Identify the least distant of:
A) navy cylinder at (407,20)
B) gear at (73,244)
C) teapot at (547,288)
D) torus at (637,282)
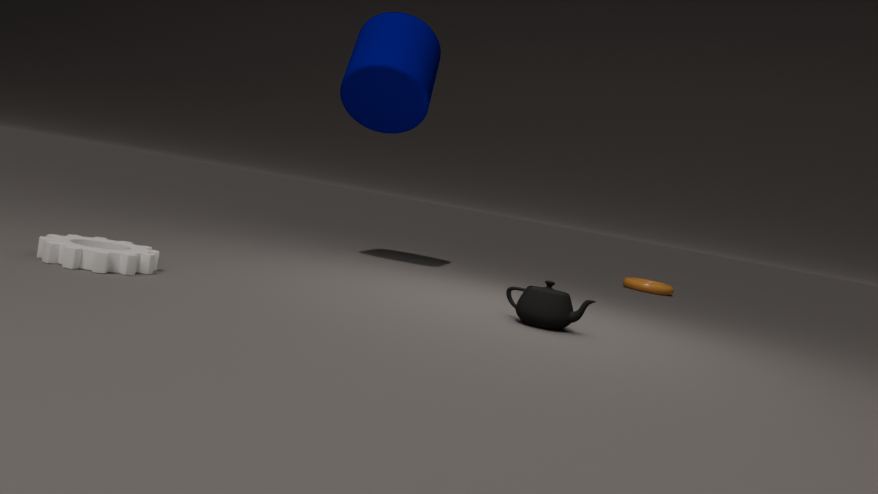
gear at (73,244)
